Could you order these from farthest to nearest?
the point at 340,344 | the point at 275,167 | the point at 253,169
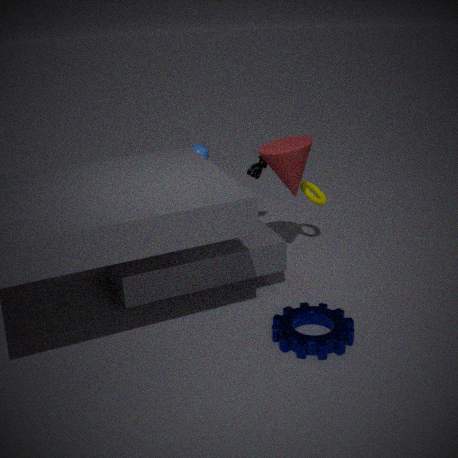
the point at 253,169 < the point at 275,167 < the point at 340,344
